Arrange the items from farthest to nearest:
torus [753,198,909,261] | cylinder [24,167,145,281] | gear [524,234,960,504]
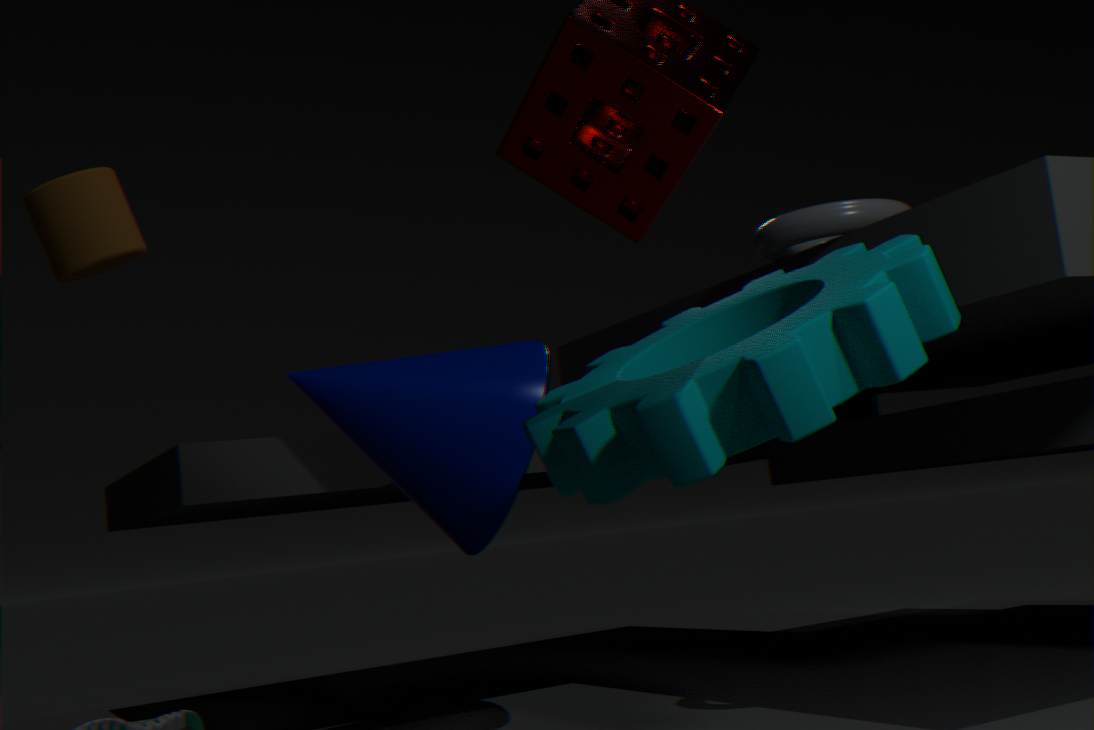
1. cylinder [24,167,145,281]
2. torus [753,198,909,261]
3. gear [524,234,960,504]
